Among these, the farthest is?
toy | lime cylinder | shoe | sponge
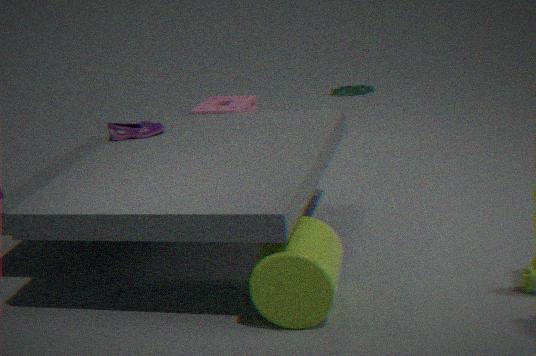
toy
